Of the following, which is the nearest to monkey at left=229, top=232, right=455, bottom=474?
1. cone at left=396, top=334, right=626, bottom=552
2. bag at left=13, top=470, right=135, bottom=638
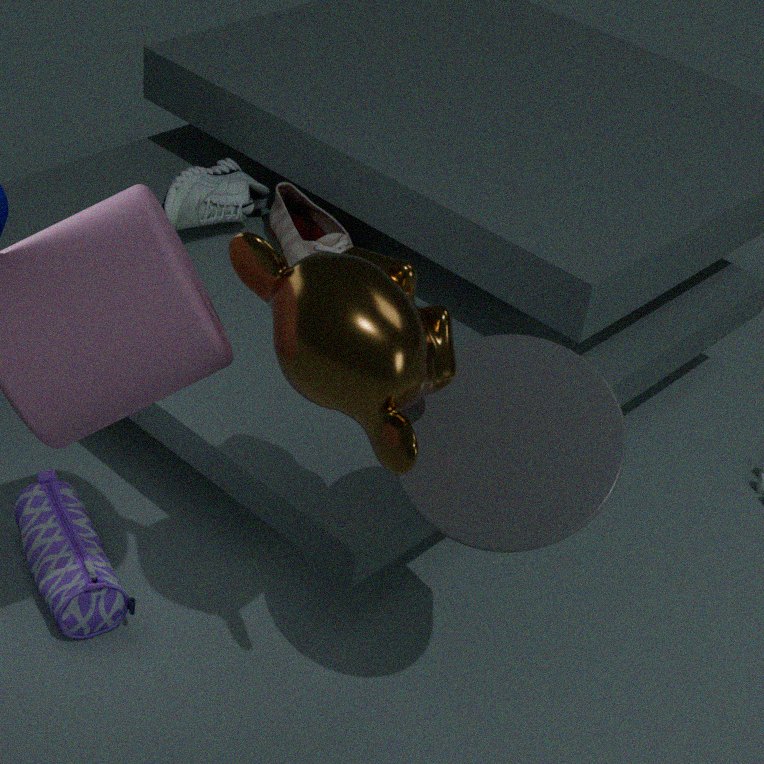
cone at left=396, top=334, right=626, bottom=552
